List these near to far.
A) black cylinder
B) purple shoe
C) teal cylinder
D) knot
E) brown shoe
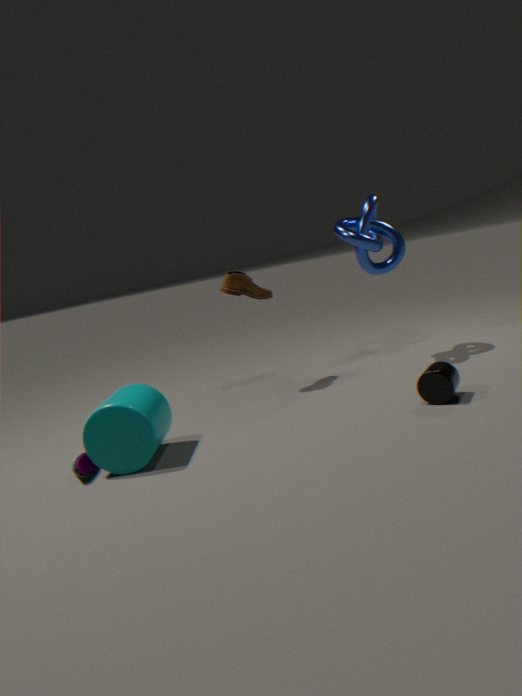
1. teal cylinder
2. purple shoe
3. black cylinder
4. brown shoe
5. knot
